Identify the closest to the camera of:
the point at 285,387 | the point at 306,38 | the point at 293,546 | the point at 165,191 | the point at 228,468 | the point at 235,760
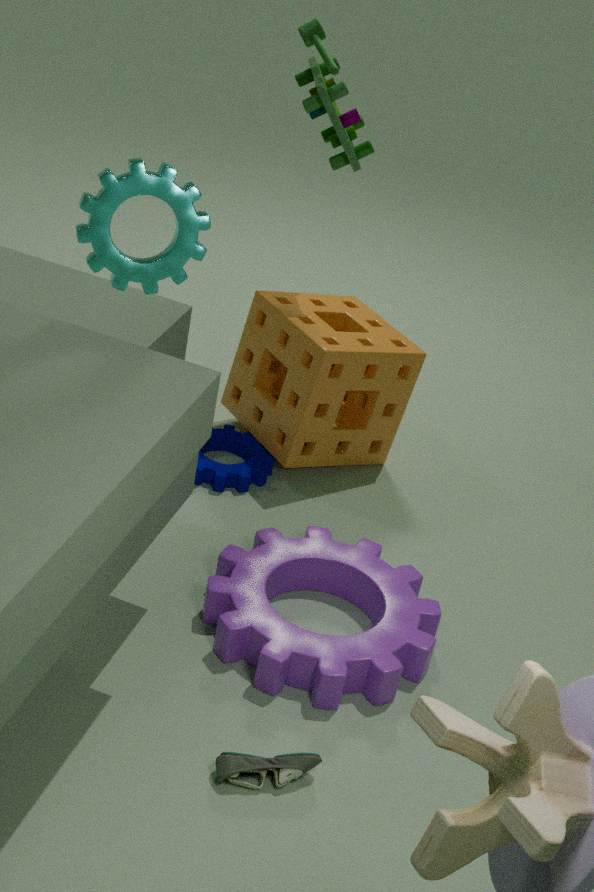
the point at 235,760
